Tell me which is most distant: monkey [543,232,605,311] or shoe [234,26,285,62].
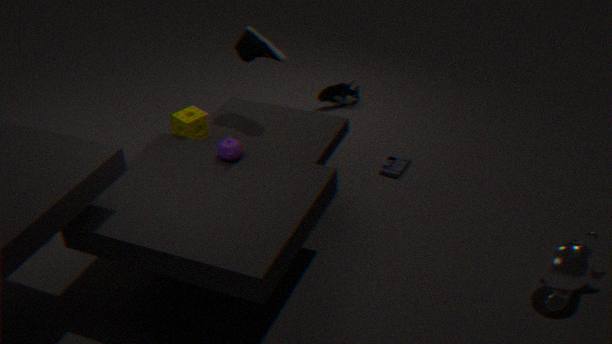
shoe [234,26,285,62]
